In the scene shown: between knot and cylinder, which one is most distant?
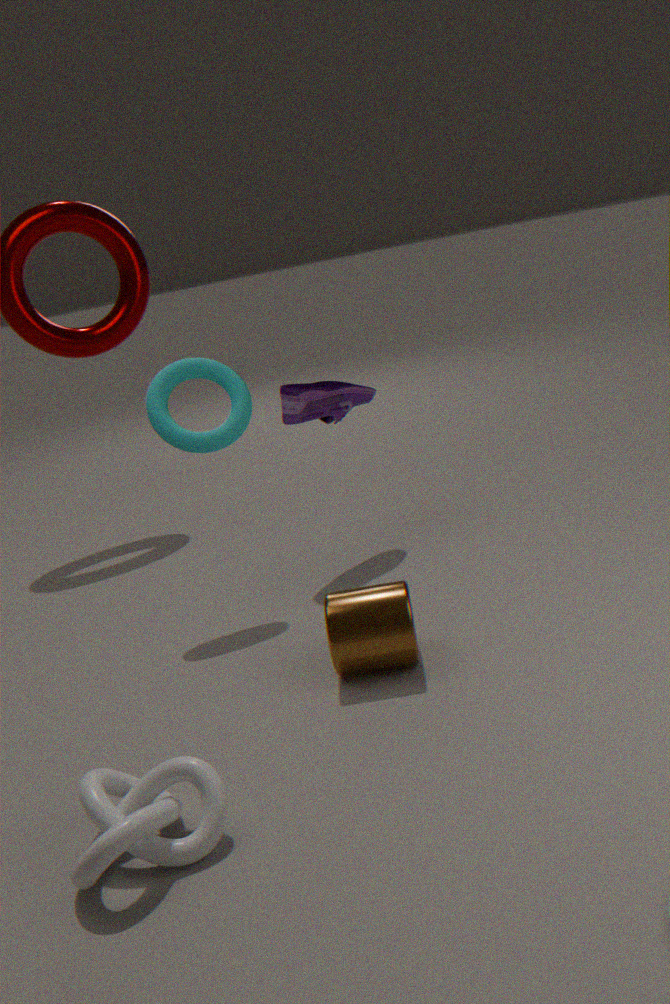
cylinder
